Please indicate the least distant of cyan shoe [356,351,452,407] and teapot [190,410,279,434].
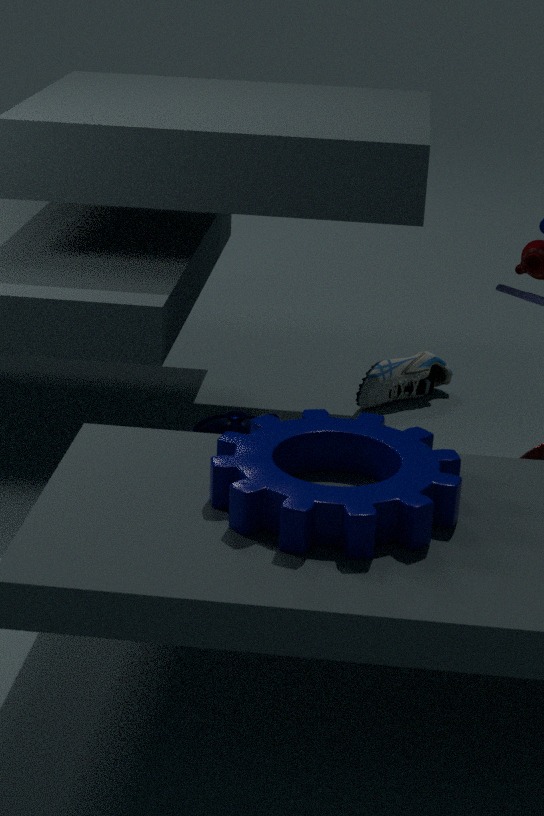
teapot [190,410,279,434]
